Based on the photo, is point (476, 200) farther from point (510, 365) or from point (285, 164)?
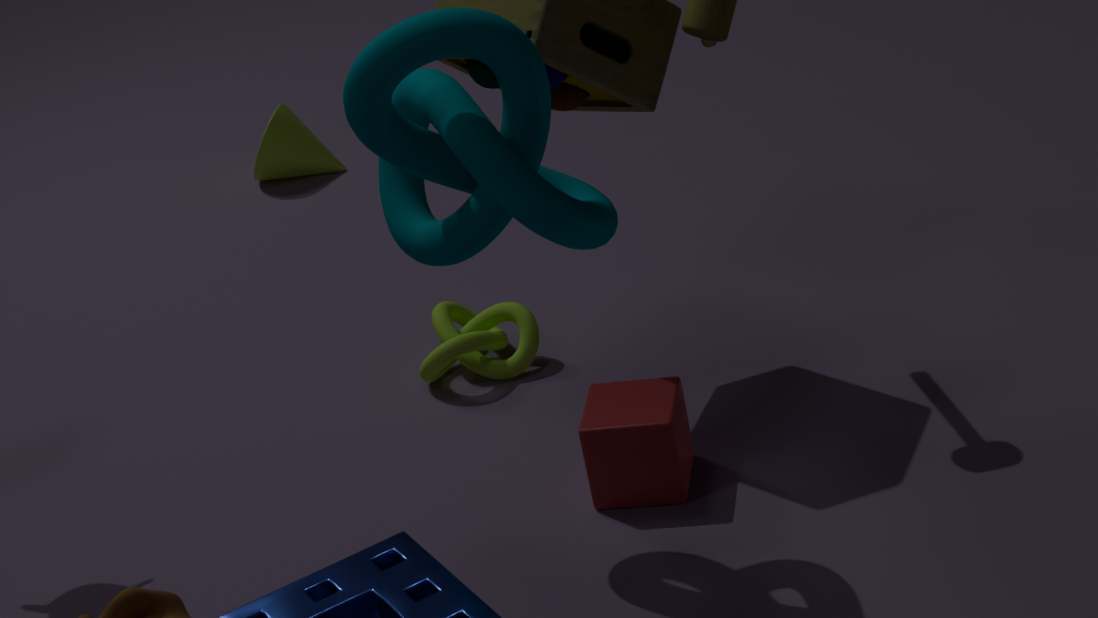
point (285, 164)
